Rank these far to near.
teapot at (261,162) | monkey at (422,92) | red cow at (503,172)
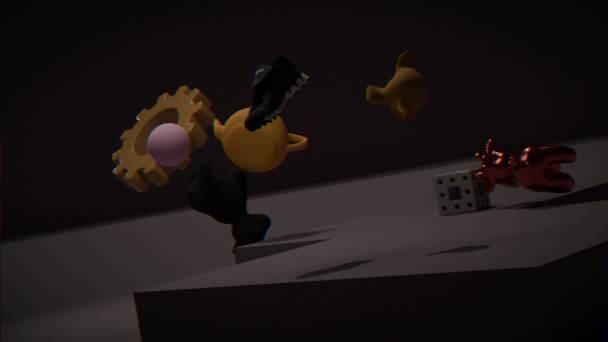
teapot at (261,162) < red cow at (503,172) < monkey at (422,92)
